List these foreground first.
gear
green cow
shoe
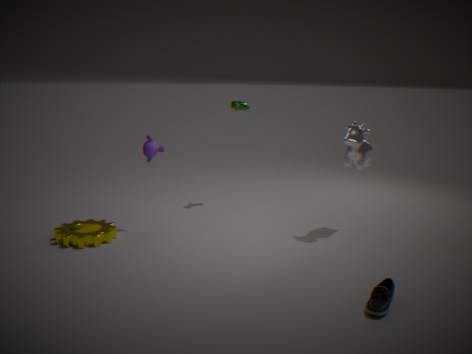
shoe → gear → green cow
